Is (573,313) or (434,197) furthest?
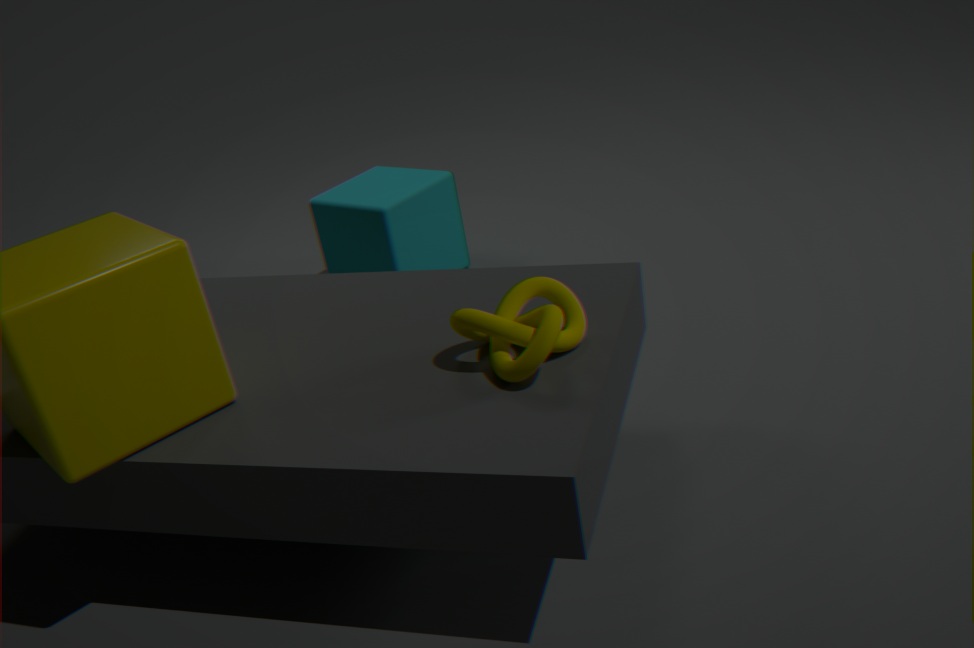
(434,197)
